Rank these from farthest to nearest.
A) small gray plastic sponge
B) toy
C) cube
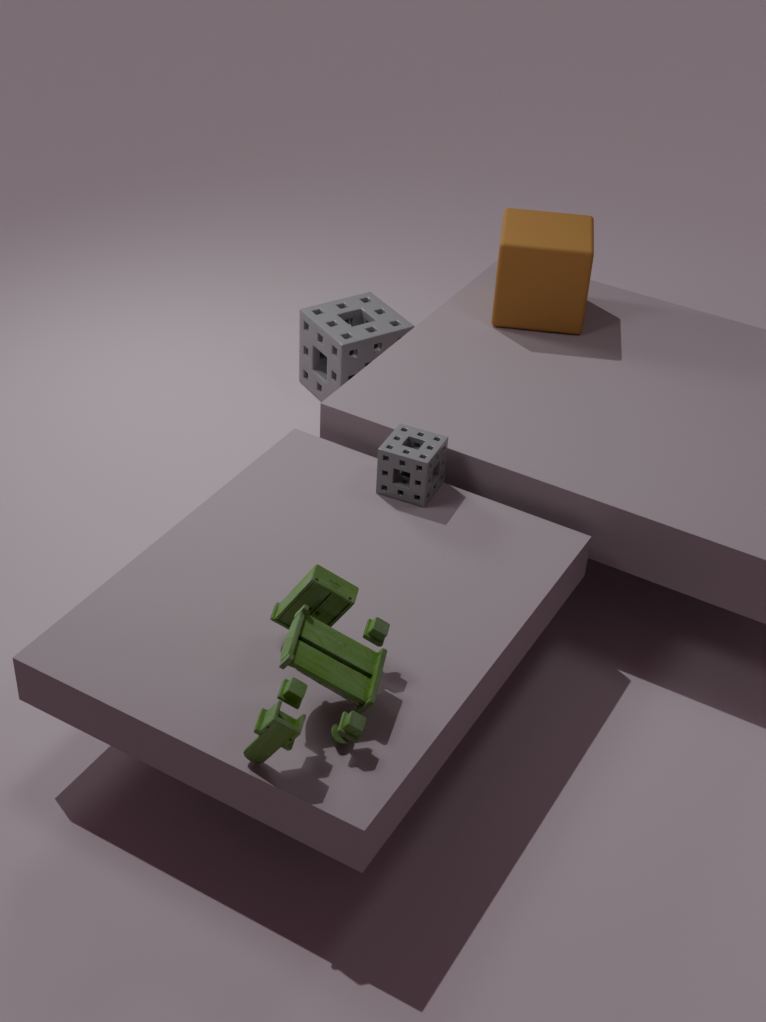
cube, small gray plastic sponge, toy
